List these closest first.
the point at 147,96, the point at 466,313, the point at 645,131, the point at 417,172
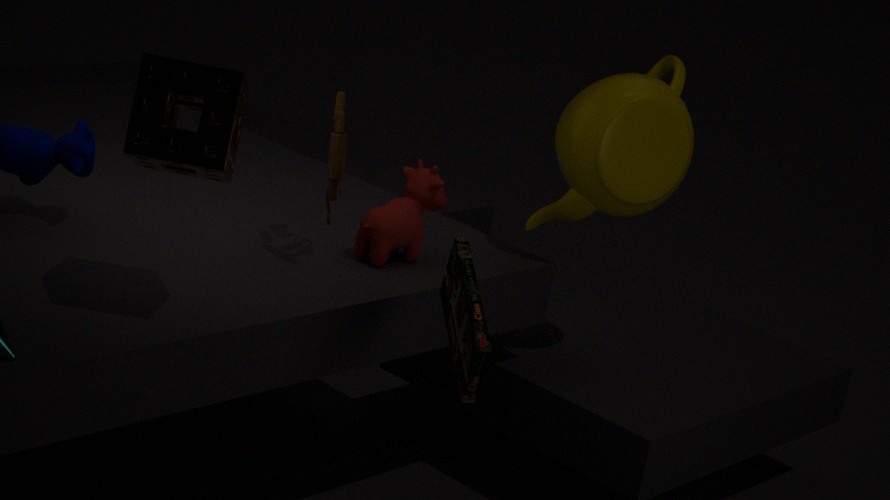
the point at 147,96
the point at 466,313
the point at 417,172
the point at 645,131
